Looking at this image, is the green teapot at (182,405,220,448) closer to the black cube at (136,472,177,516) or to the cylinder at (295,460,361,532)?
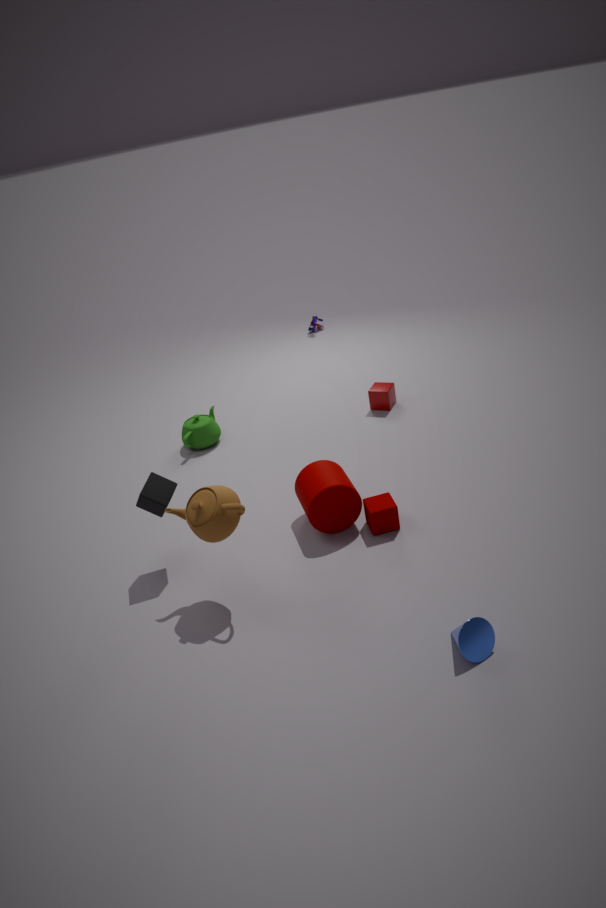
the black cube at (136,472,177,516)
